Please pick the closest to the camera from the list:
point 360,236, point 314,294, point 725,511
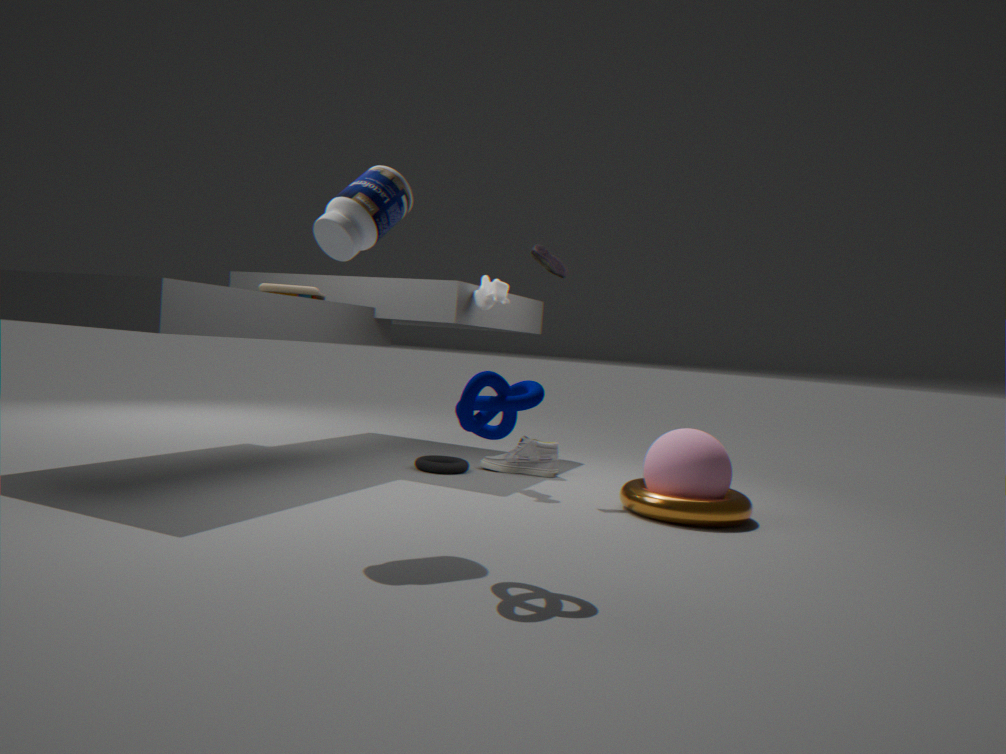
point 360,236
